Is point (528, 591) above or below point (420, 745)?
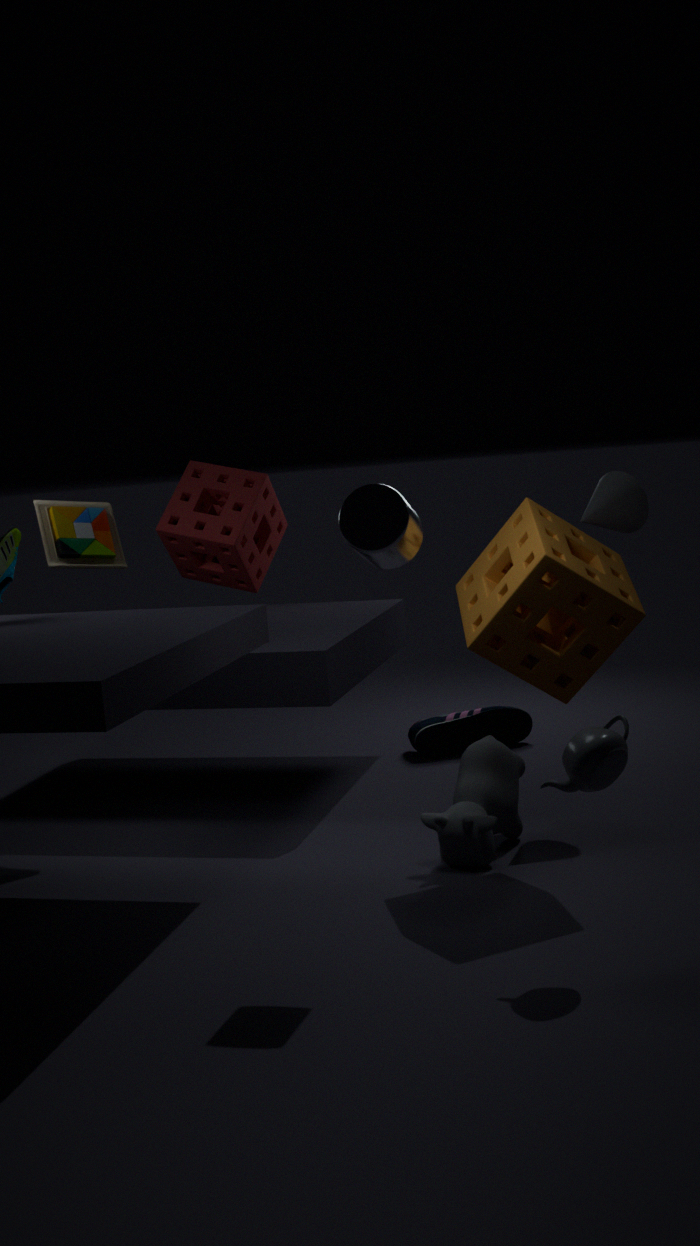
above
